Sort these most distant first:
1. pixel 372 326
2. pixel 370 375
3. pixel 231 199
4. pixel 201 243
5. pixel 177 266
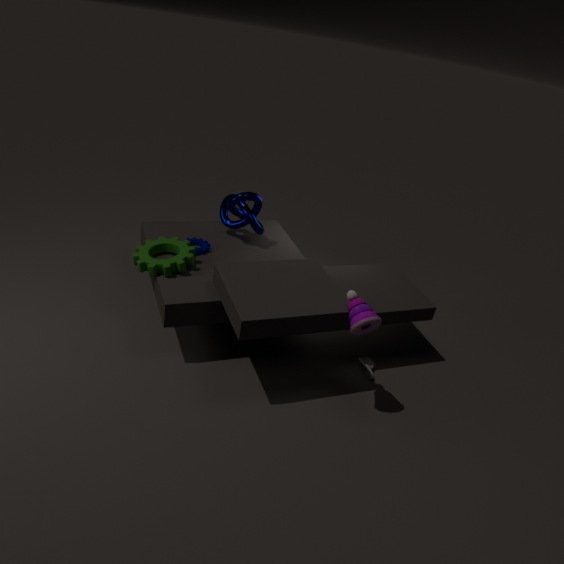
1. pixel 201 243
2. pixel 231 199
3. pixel 370 375
4. pixel 177 266
5. pixel 372 326
